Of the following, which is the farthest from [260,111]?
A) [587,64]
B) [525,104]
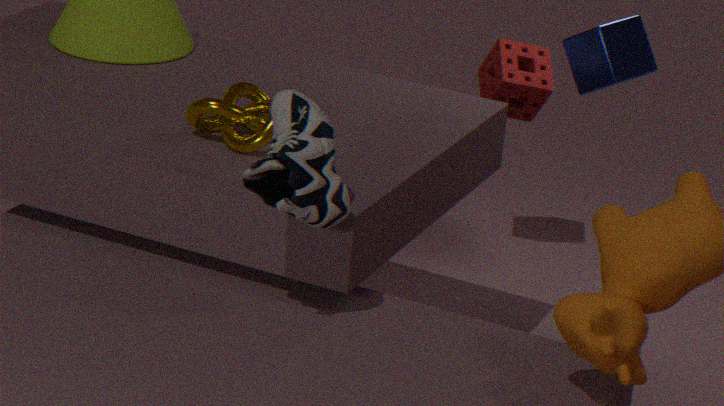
[525,104]
